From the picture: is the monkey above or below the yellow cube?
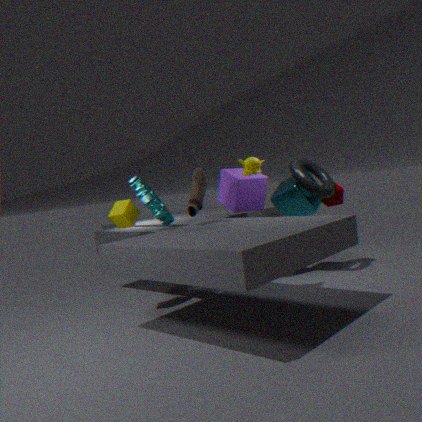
above
